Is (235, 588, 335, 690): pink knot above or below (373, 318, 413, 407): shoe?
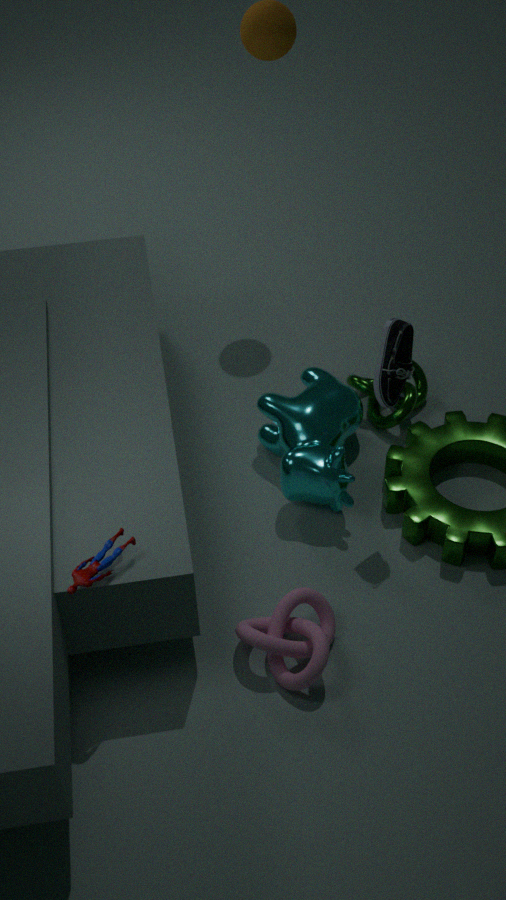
below
